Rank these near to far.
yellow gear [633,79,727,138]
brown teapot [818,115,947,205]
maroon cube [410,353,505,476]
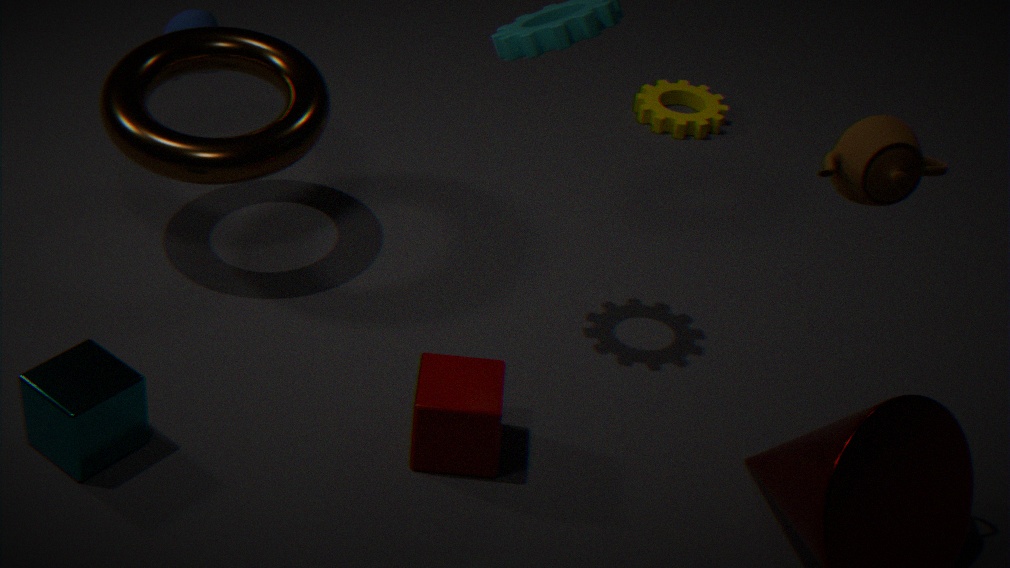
1. brown teapot [818,115,947,205]
2. maroon cube [410,353,505,476]
3. yellow gear [633,79,727,138]
